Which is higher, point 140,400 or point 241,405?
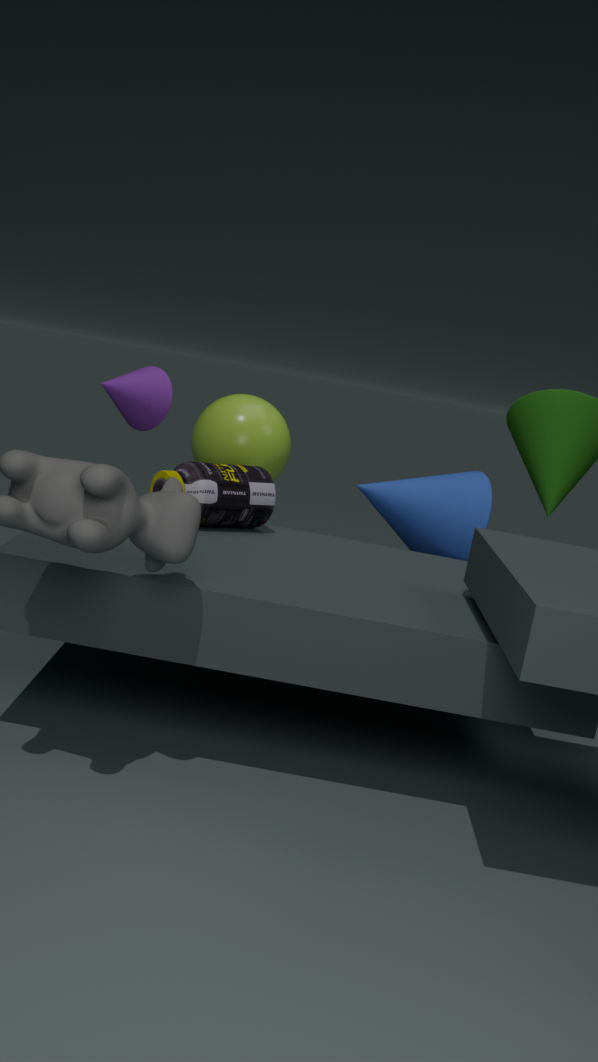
point 140,400
